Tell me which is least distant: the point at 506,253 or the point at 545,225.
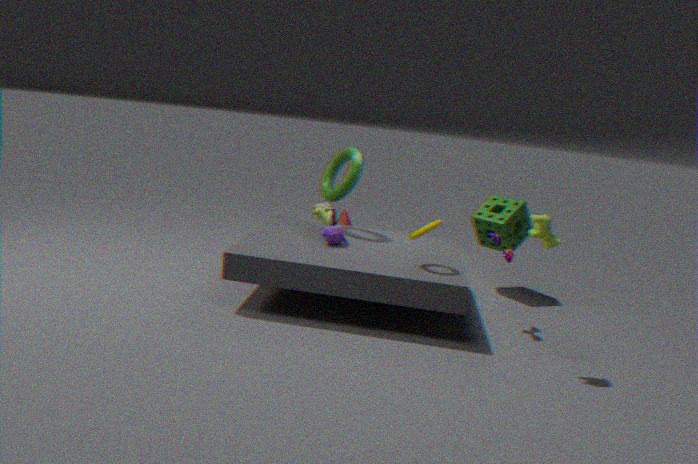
the point at 545,225
